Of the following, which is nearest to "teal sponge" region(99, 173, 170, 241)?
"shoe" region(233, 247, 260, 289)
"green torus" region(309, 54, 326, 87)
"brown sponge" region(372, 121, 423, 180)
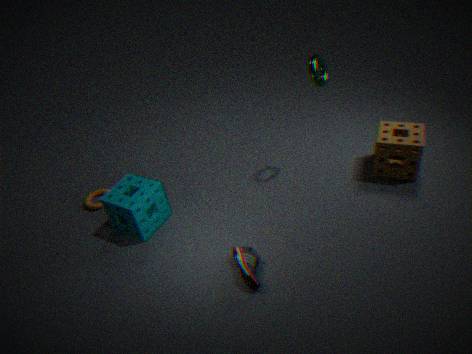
"shoe" region(233, 247, 260, 289)
